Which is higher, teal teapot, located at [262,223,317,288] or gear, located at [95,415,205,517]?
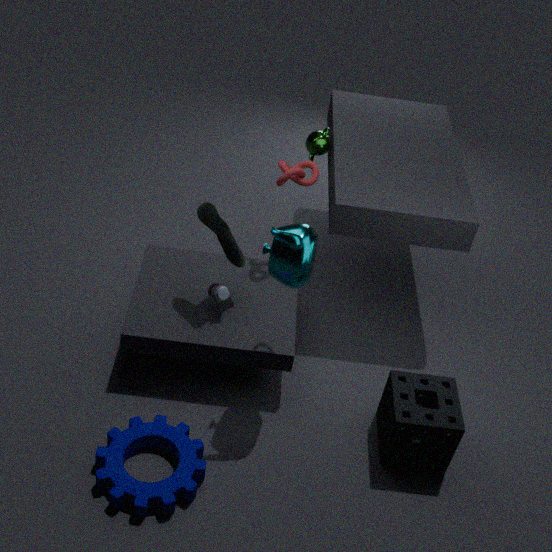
teal teapot, located at [262,223,317,288]
